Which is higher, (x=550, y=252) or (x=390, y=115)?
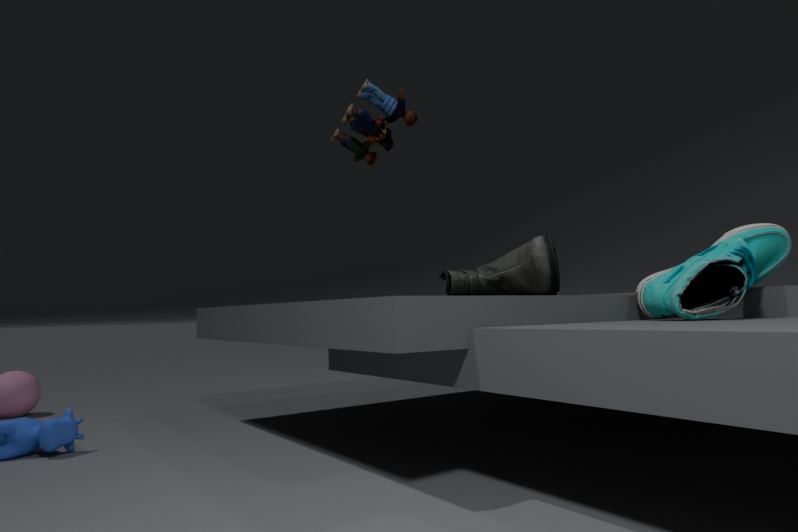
(x=390, y=115)
